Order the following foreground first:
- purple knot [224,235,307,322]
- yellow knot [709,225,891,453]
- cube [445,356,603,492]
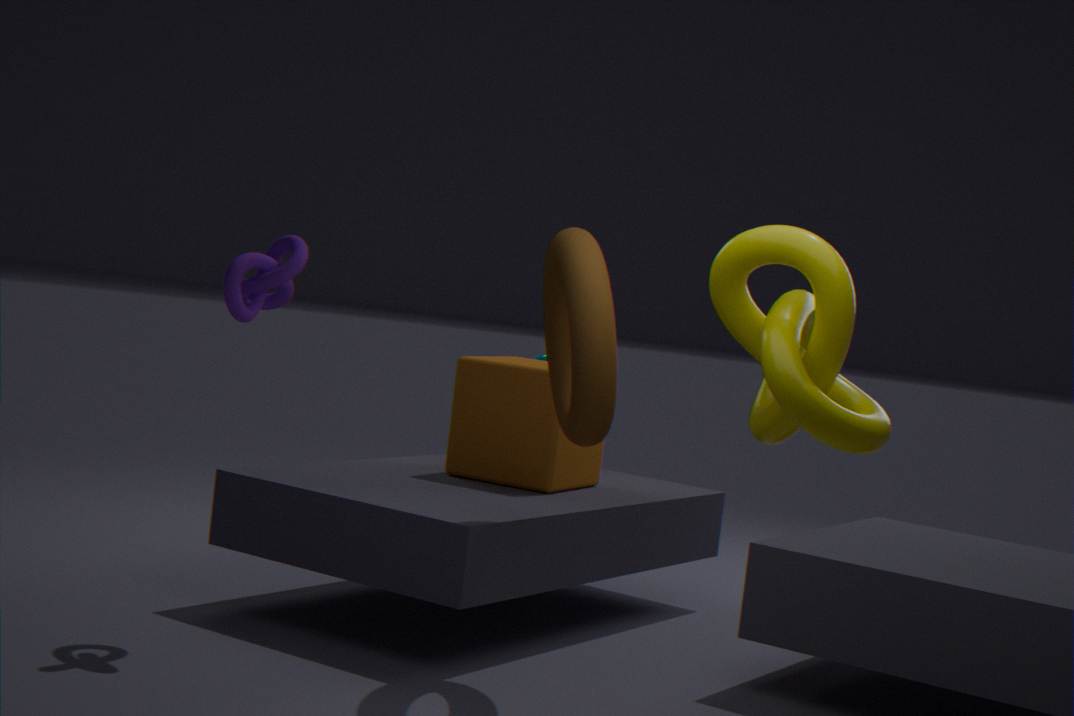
yellow knot [709,225,891,453] < purple knot [224,235,307,322] < cube [445,356,603,492]
